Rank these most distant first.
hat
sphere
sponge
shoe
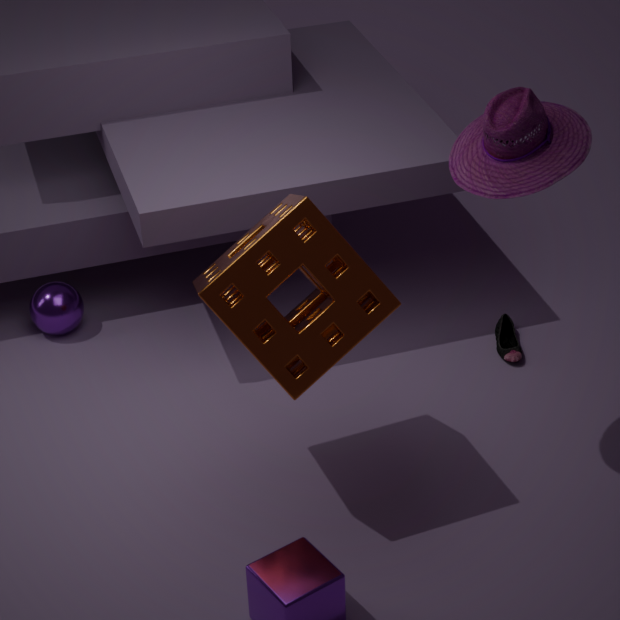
sphere, shoe, sponge, hat
